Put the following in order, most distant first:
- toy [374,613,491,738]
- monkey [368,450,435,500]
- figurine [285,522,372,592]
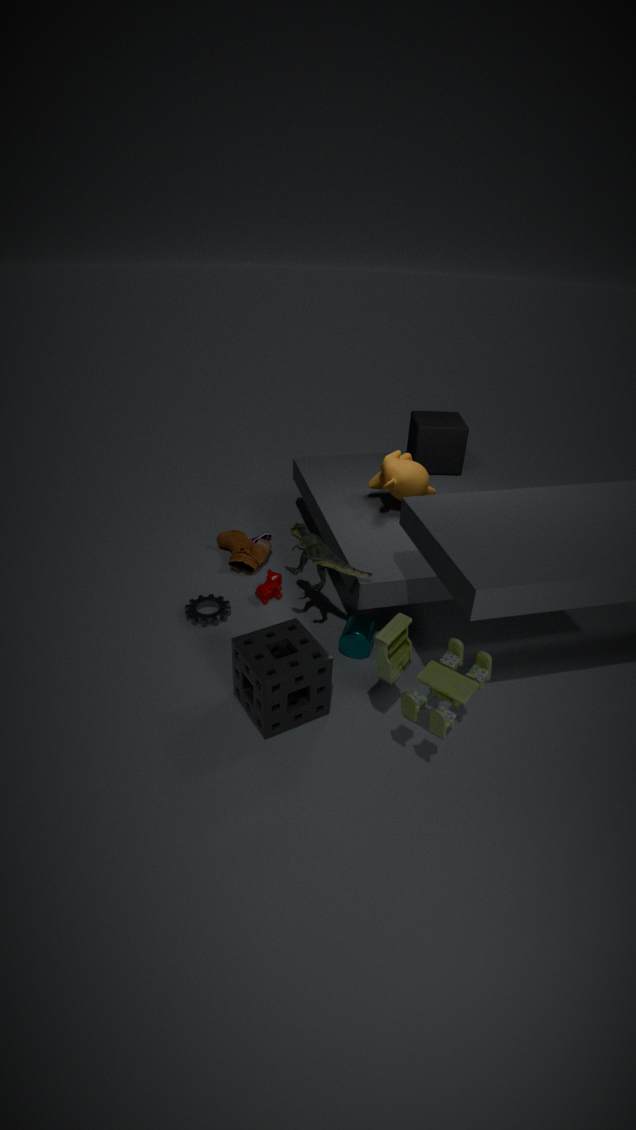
monkey [368,450,435,500], figurine [285,522,372,592], toy [374,613,491,738]
